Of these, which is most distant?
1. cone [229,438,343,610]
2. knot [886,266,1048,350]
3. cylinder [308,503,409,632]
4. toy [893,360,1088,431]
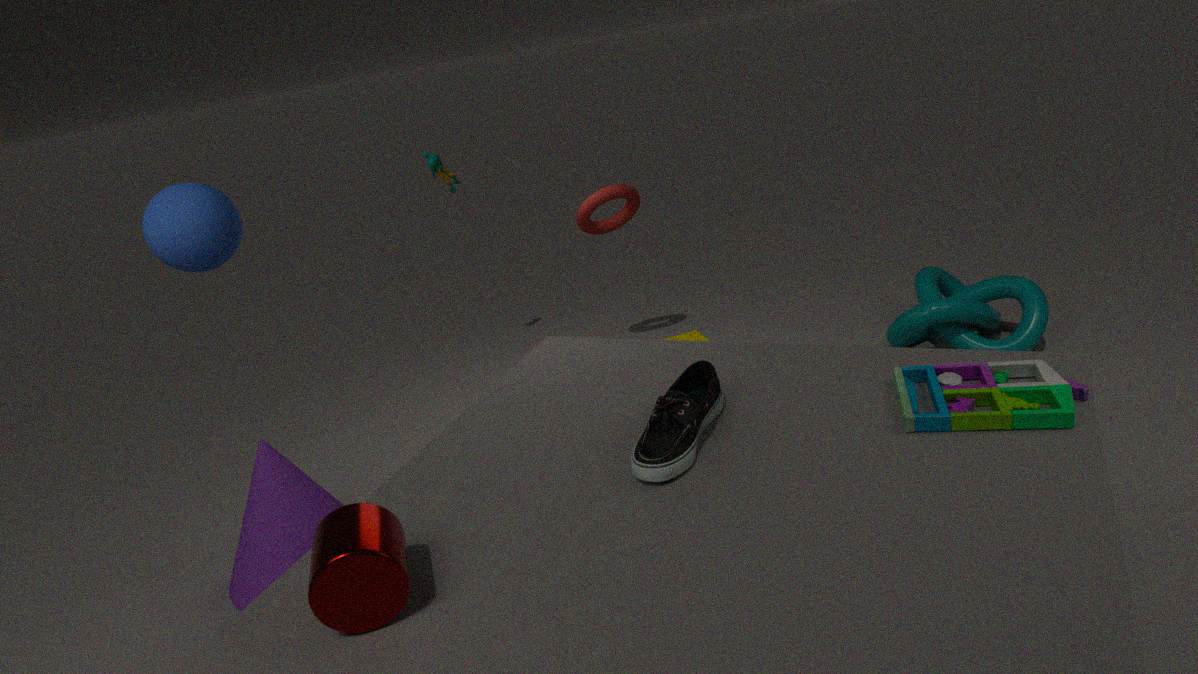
knot [886,266,1048,350]
